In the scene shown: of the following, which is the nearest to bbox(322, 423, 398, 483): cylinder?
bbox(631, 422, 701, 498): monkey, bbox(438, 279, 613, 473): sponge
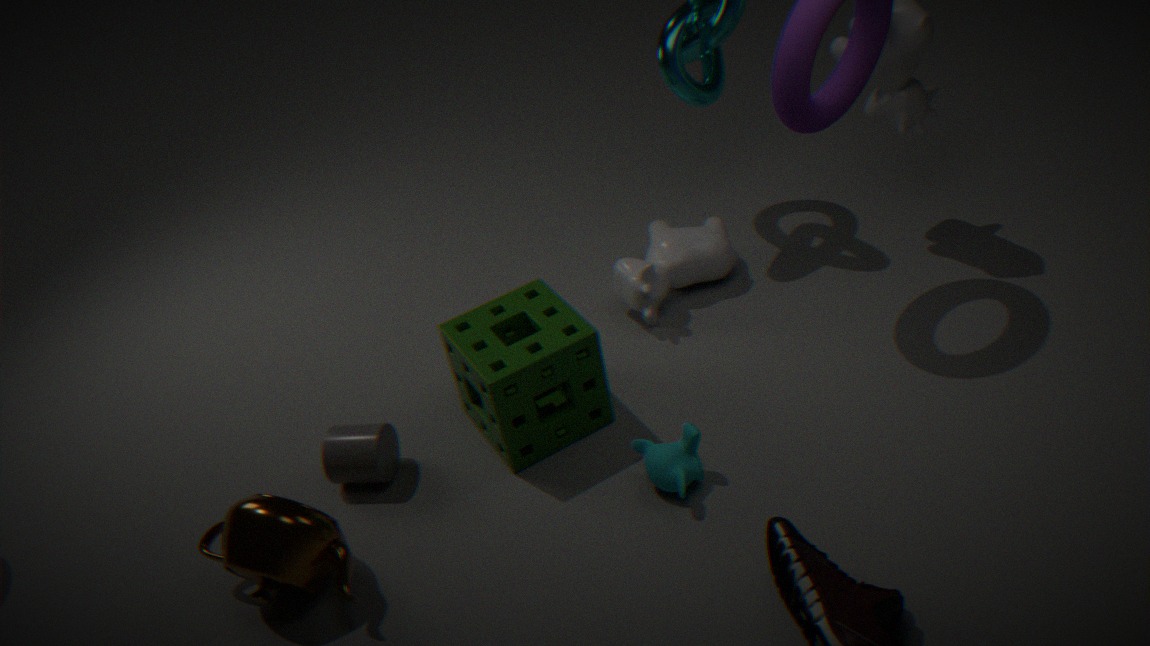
bbox(438, 279, 613, 473): sponge
